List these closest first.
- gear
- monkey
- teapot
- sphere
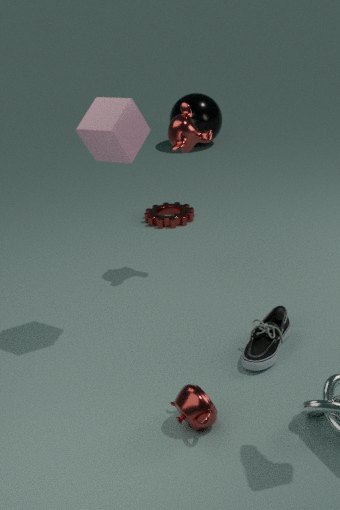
teapot → monkey → gear → sphere
